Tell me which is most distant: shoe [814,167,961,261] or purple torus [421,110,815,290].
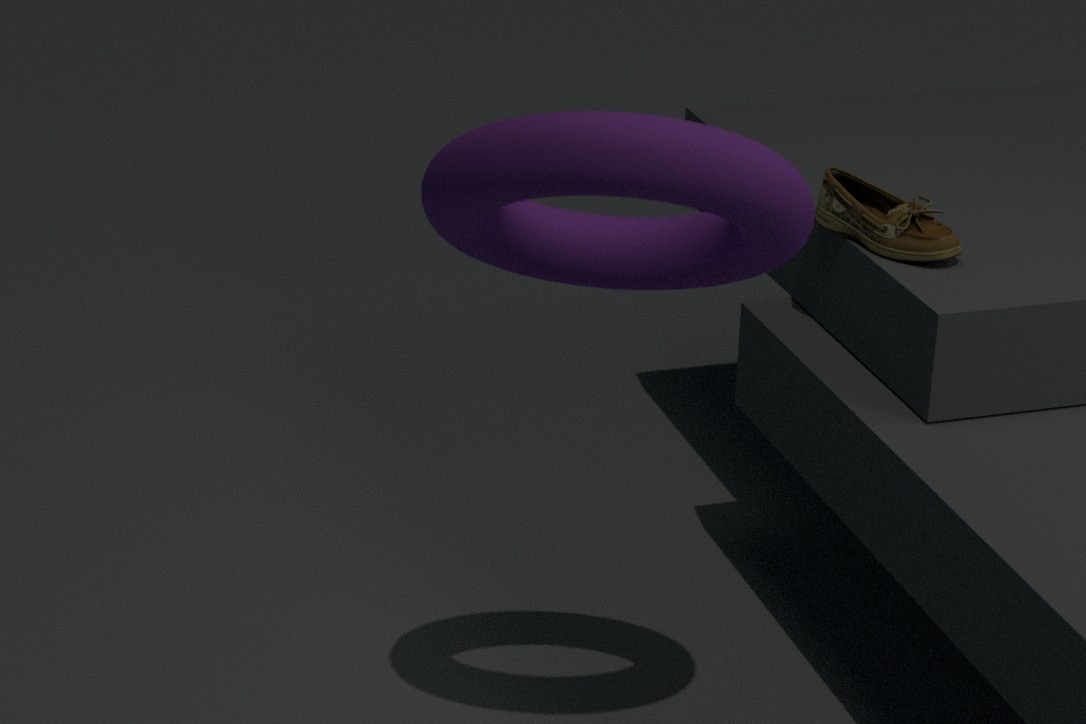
shoe [814,167,961,261]
